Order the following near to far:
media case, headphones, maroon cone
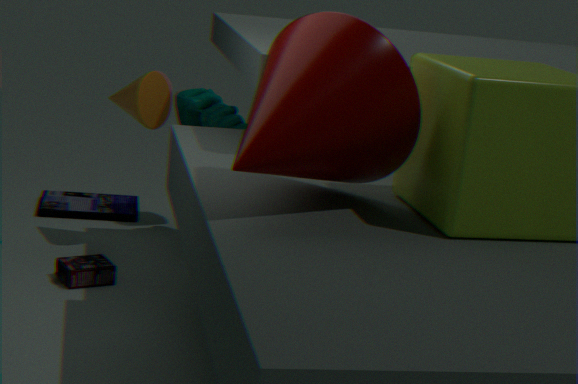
maroon cone → headphones → media case
